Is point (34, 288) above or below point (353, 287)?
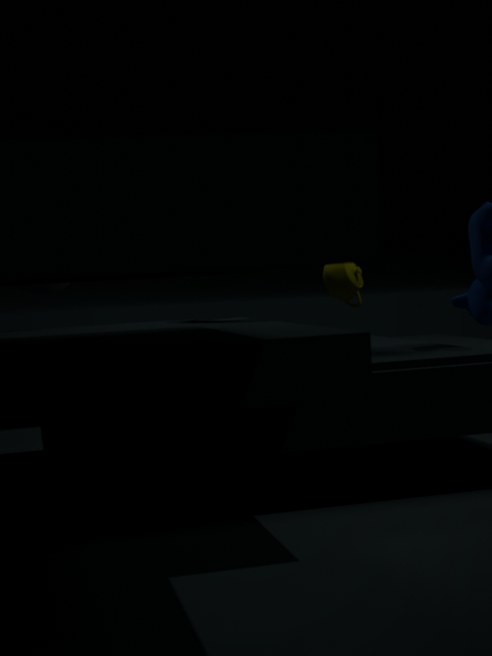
above
